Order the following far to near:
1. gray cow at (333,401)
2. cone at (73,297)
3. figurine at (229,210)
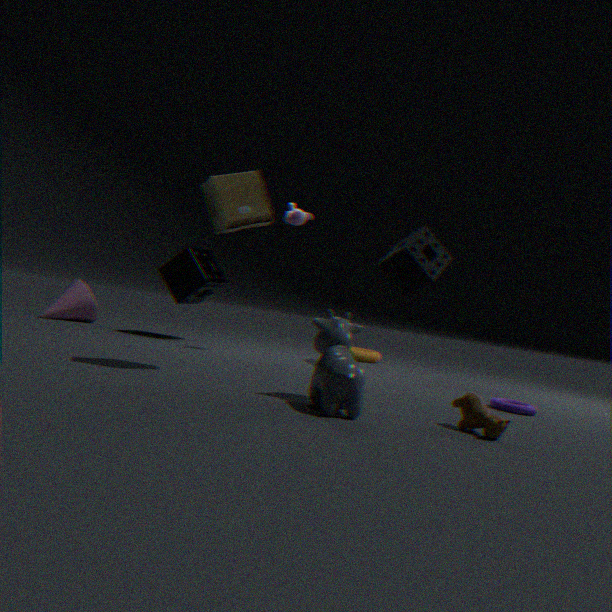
cone at (73,297) < figurine at (229,210) < gray cow at (333,401)
